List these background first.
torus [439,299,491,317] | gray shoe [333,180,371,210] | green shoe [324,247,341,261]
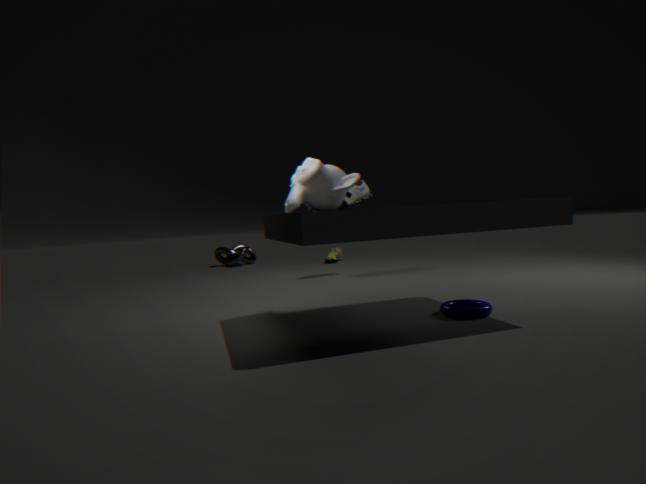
green shoe [324,247,341,261] → gray shoe [333,180,371,210] → torus [439,299,491,317]
